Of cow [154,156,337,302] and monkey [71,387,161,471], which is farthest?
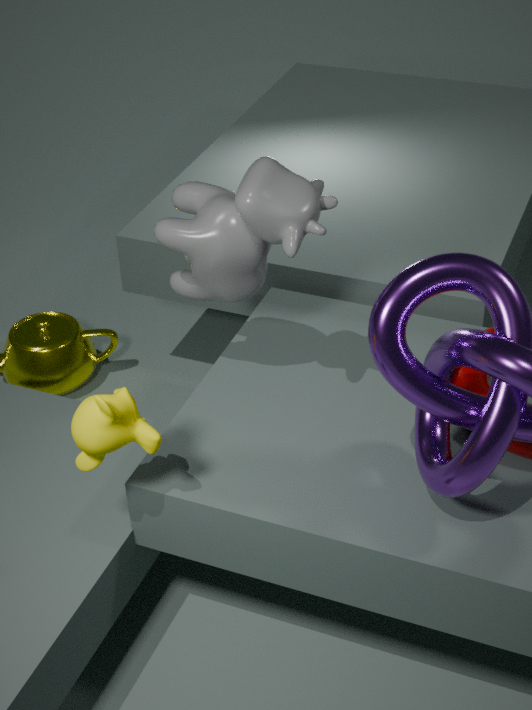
cow [154,156,337,302]
